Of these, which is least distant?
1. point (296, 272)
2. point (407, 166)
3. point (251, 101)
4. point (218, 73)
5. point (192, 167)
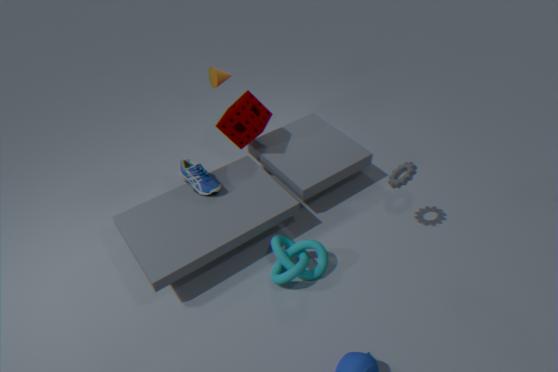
point (296, 272)
